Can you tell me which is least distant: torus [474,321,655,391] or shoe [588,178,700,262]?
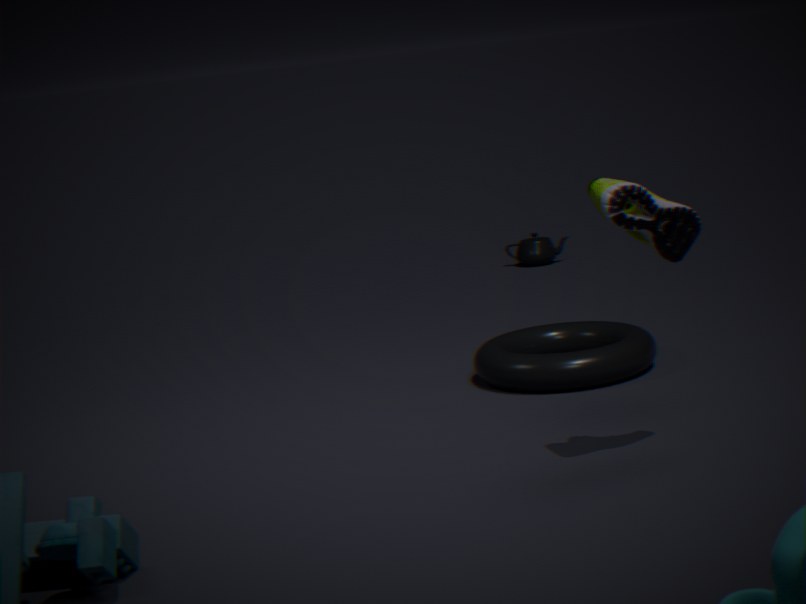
shoe [588,178,700,262]
